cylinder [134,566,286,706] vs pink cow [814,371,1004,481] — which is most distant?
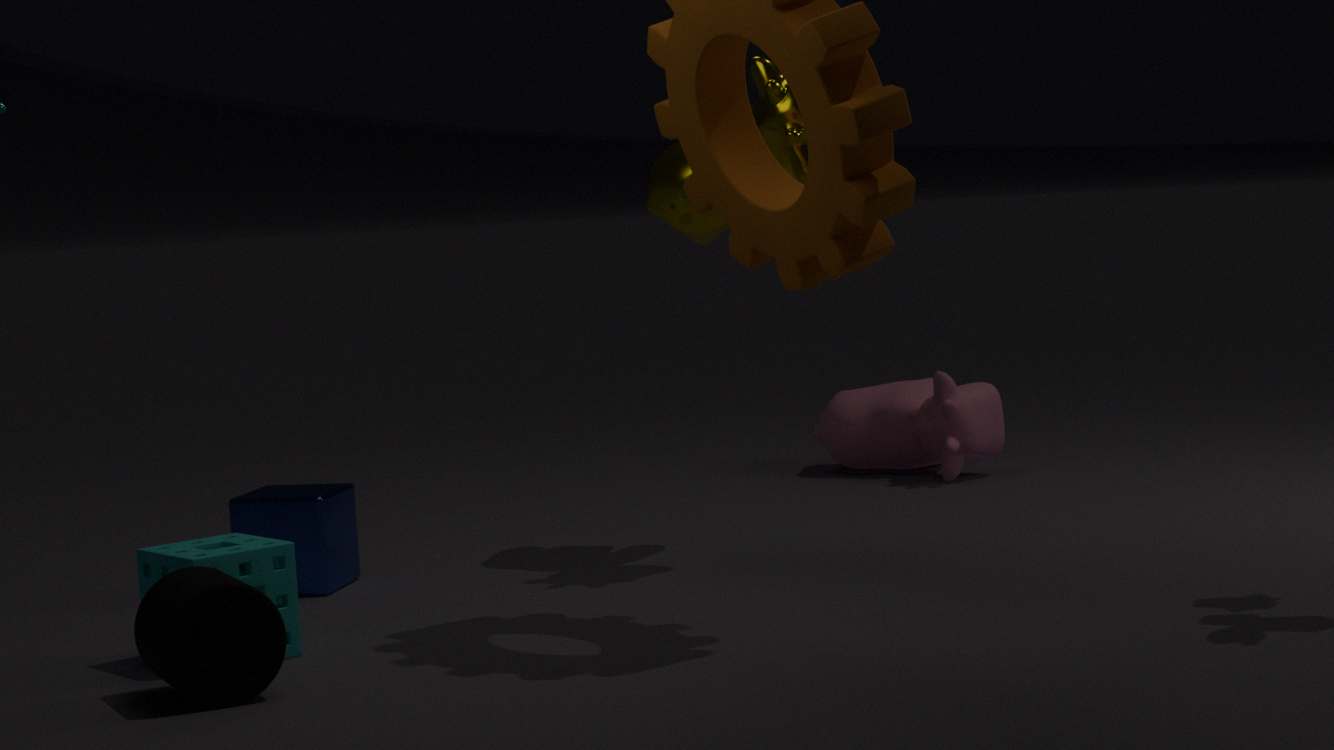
pink cow [814,371,1004,481]
